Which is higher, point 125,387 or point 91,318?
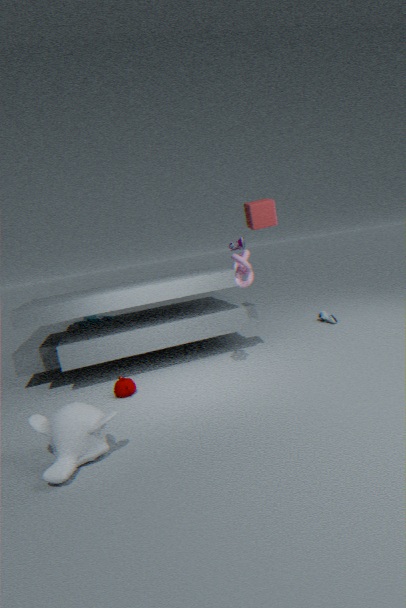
point 91,318
